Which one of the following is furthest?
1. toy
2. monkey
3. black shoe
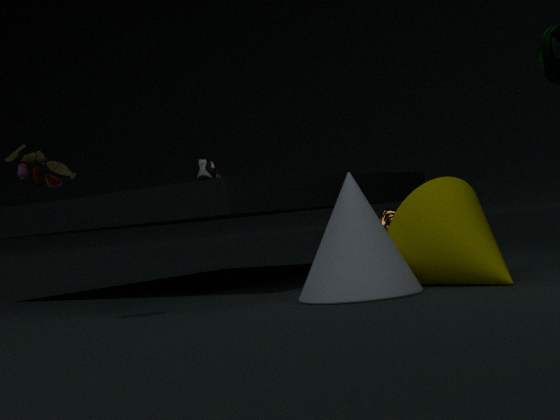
black shoe
